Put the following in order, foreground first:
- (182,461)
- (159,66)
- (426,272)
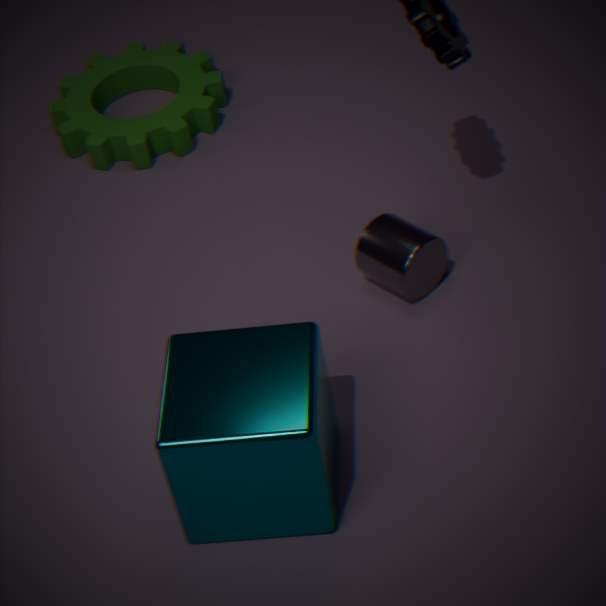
(182,461)
(426,272)
(159,66)
